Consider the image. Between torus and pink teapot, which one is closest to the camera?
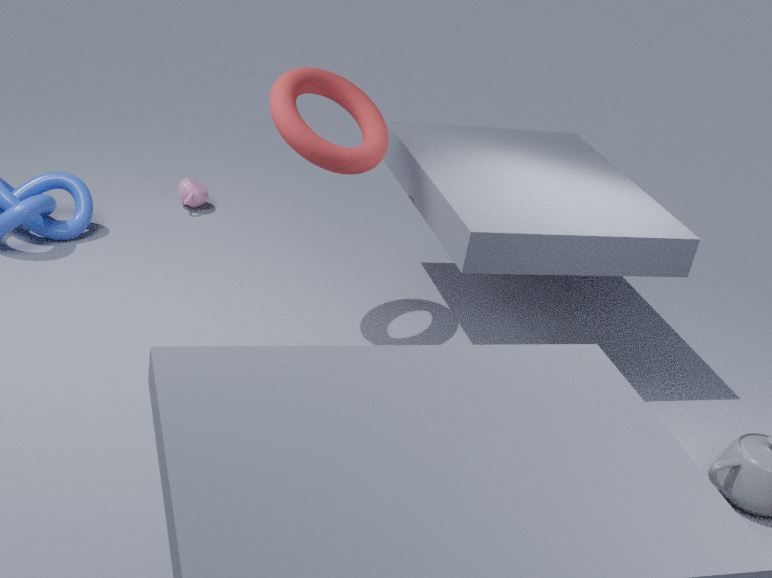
torus
